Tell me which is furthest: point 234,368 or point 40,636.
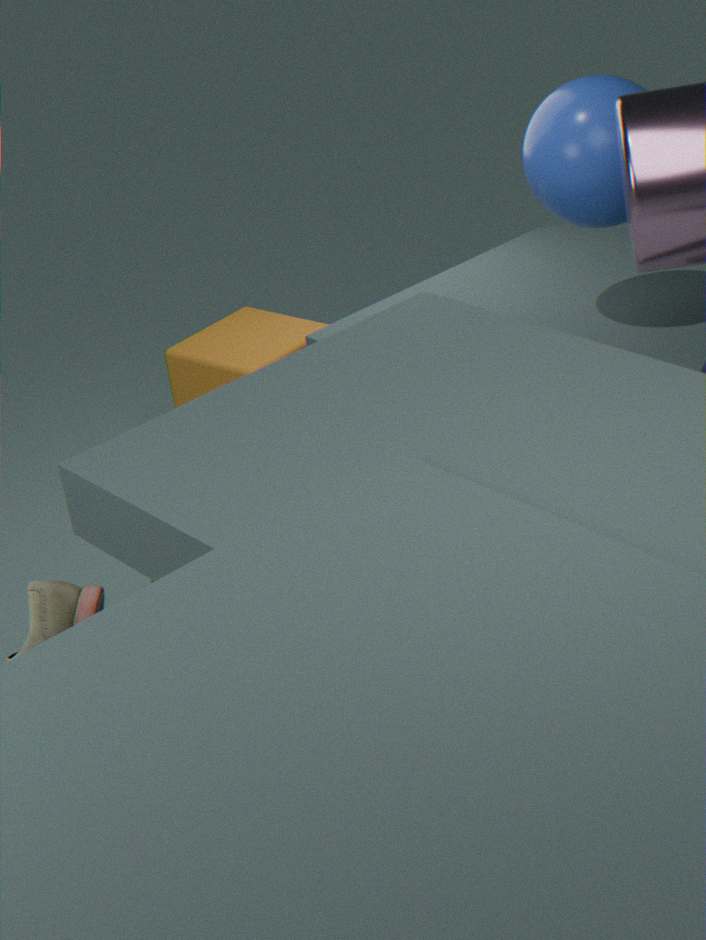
point 234,368
